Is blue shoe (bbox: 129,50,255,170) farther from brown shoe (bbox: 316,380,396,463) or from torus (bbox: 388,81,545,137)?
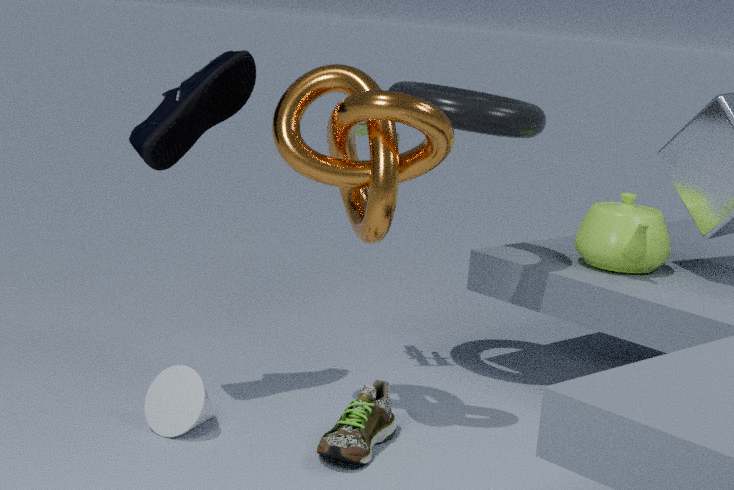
brown shoe (bbox: 316,380,396,463)
